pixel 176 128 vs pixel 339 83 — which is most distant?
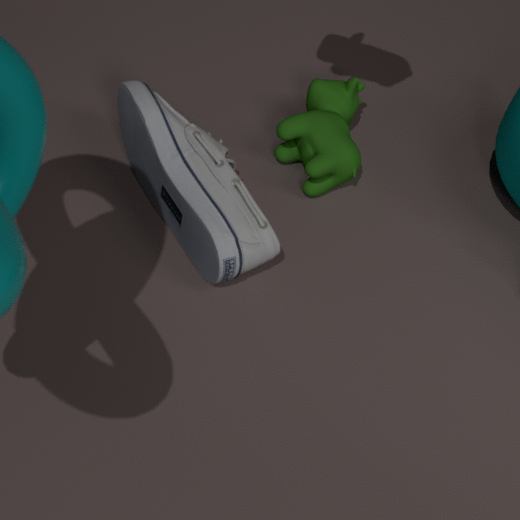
pixel 339 83
